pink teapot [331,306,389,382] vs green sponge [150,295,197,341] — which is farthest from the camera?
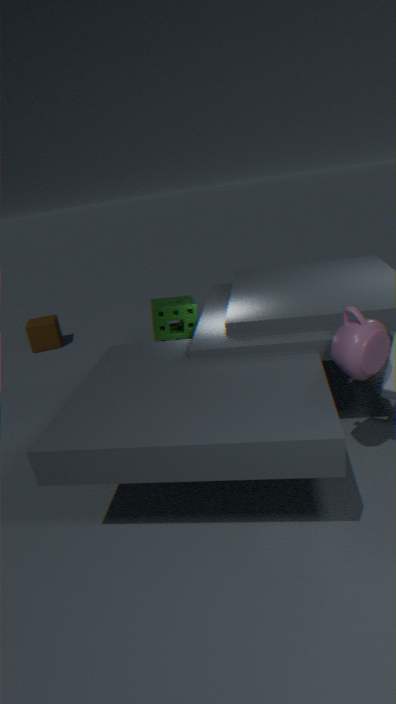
green sponge [150,295,197,341]
